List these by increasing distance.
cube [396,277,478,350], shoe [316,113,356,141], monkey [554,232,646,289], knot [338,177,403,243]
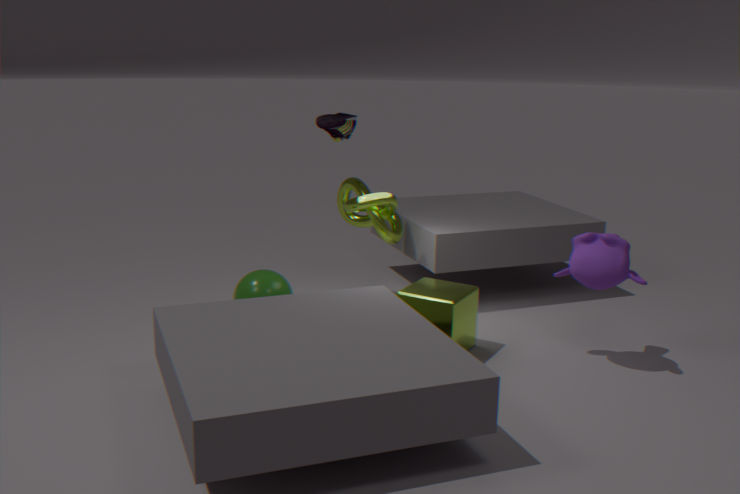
monkey [554,232,646,289]
cube [396,277,478,350]
shoe [316,113,356,141]
knot [338,177,403,243]
